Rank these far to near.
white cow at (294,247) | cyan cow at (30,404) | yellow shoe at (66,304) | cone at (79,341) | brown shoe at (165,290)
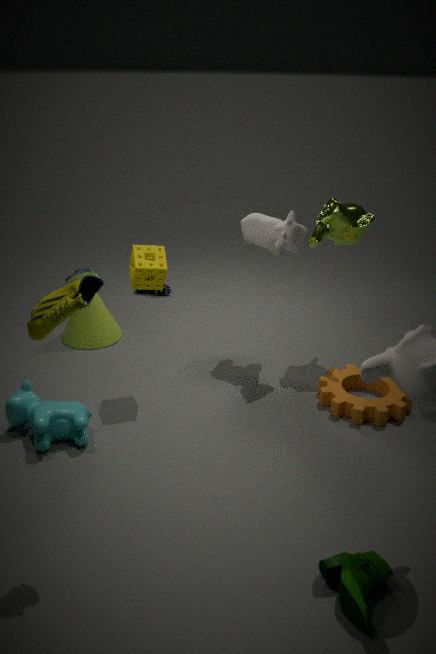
brown shoe at (165,290) → cone at (79,341) → white cow at (294,247) → cyan cow at (30,404) → yellow shoe at (66,304)
